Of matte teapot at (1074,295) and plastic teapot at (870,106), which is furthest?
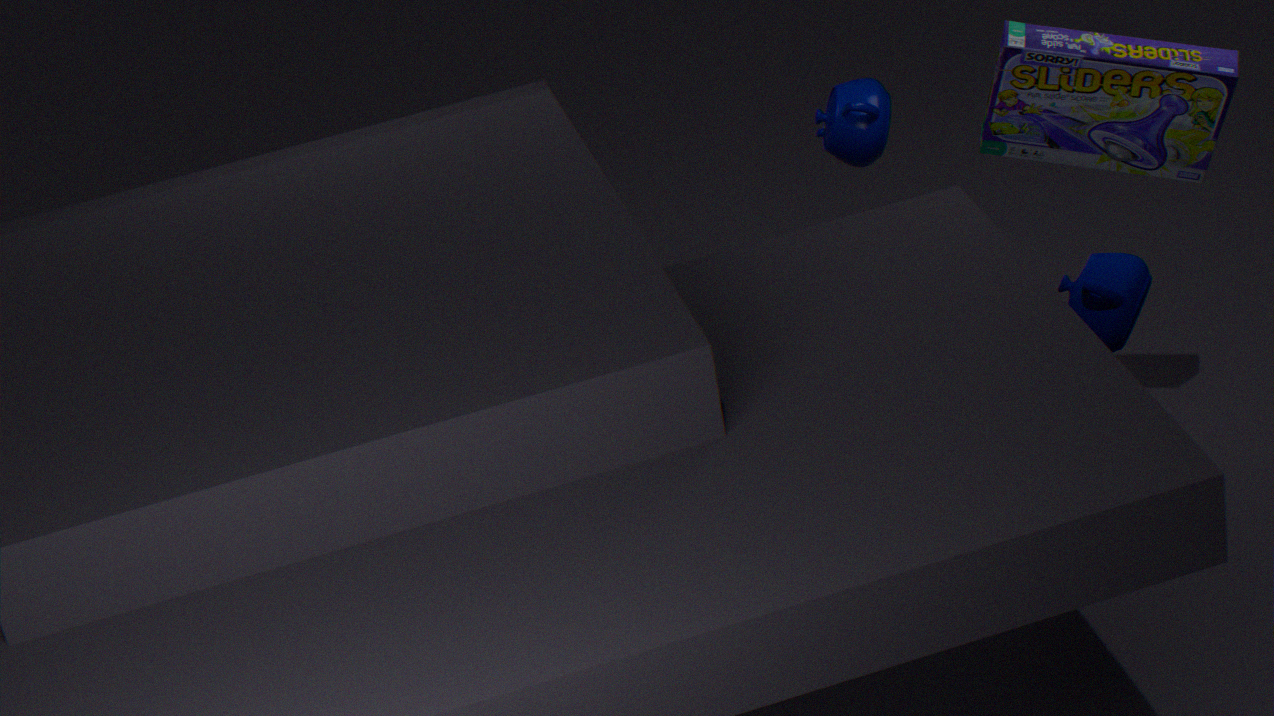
plastic teapot at (870,106)
